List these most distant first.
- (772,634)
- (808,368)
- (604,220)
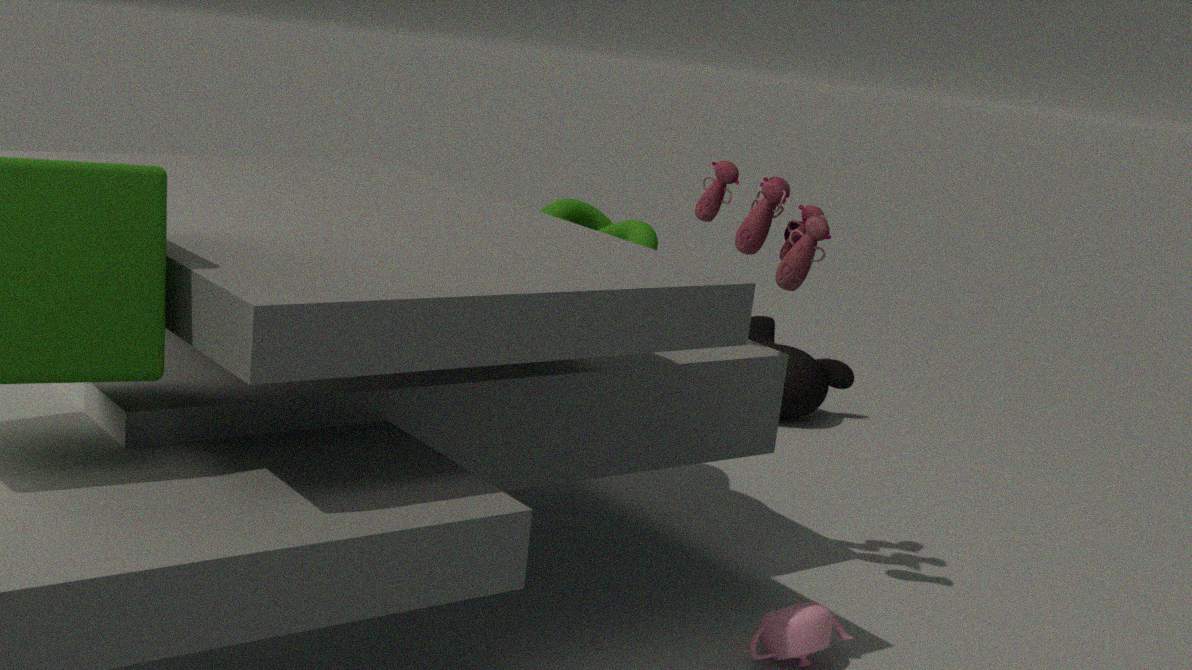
(808,368)
(604,220)
(772,634)
